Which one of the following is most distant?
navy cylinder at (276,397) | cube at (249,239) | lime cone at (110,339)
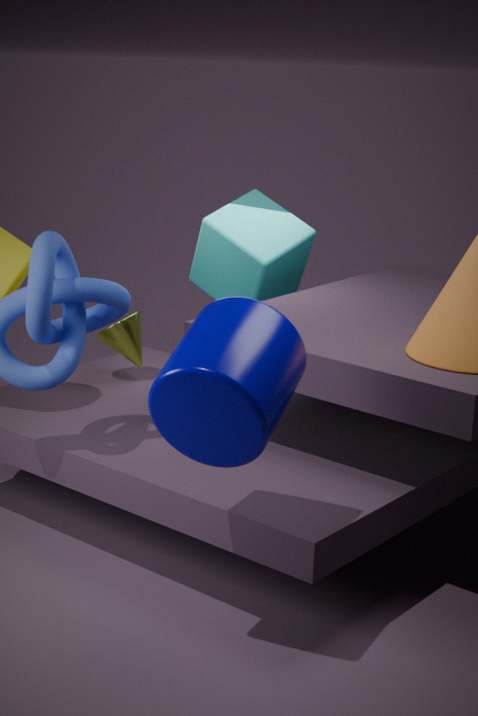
cube at (249,239)
